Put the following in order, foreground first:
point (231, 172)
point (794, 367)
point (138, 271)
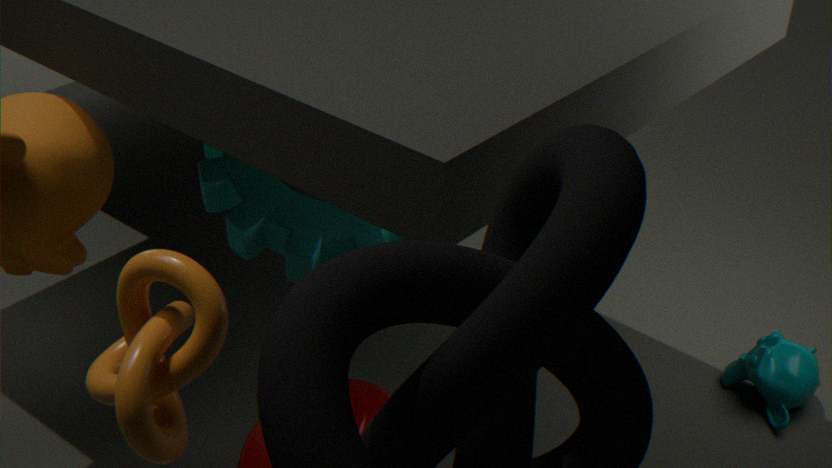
point (138, 271)
point (231, 172)
point (794, 367)
